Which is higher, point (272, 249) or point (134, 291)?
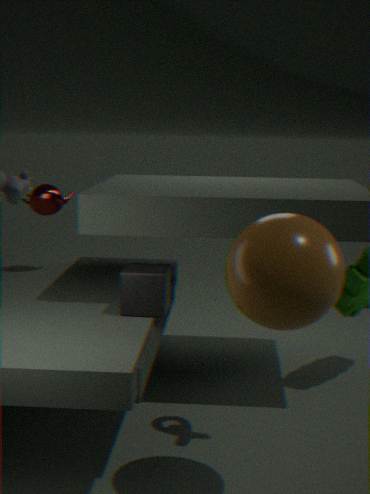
point (272, 249)
